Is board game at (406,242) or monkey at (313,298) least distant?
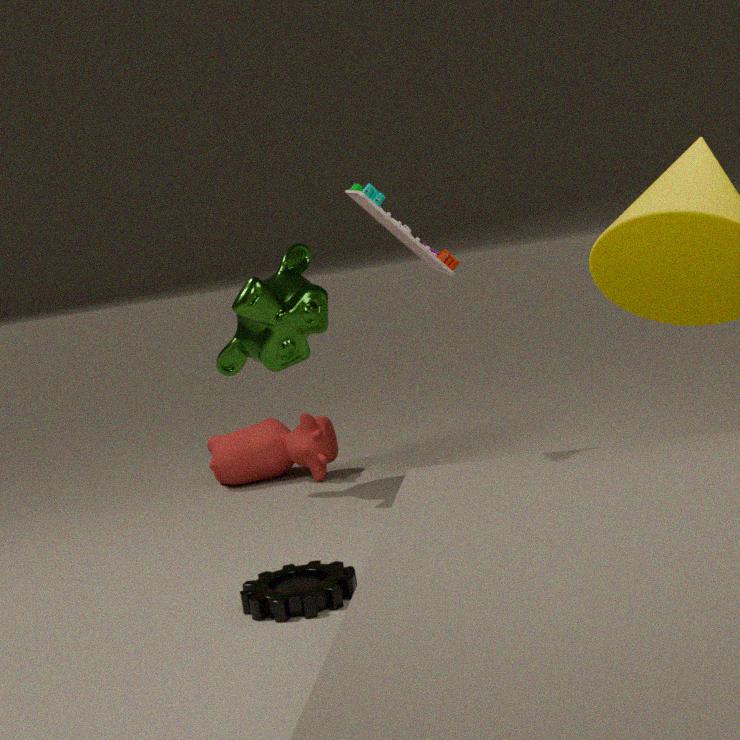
board game at (406,242)
